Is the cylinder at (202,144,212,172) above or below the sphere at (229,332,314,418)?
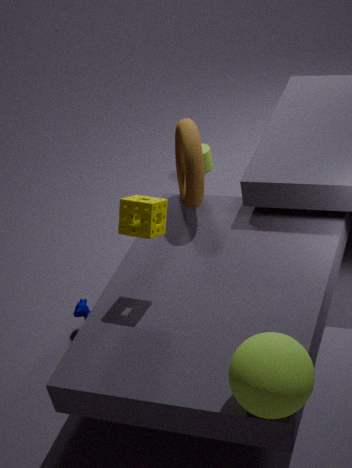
below
